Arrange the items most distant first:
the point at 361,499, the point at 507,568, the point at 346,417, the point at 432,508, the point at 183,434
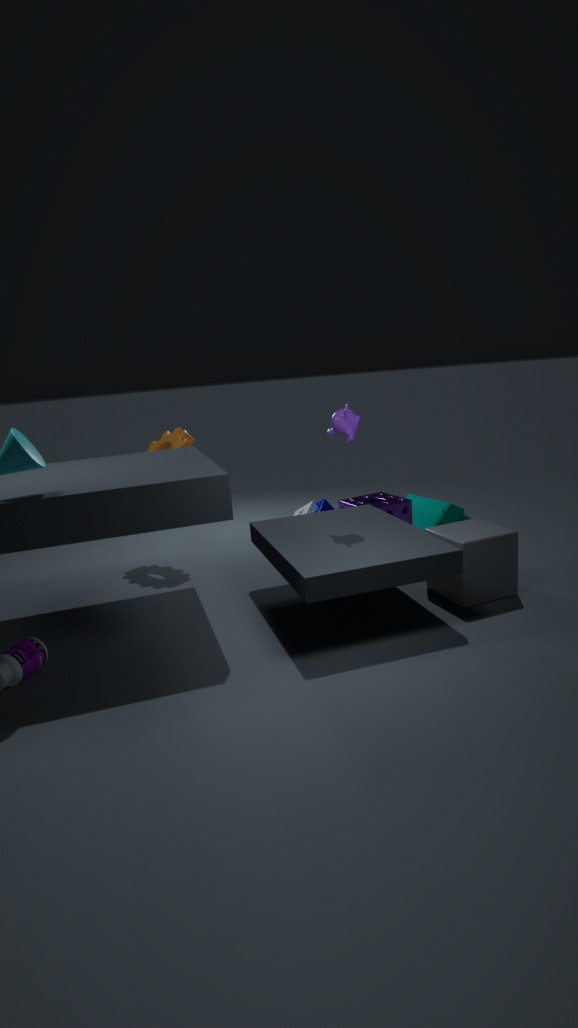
the point at 432,508
the point at 361,499
the point at 183,434
the point at 346,417
the point at 507,568
